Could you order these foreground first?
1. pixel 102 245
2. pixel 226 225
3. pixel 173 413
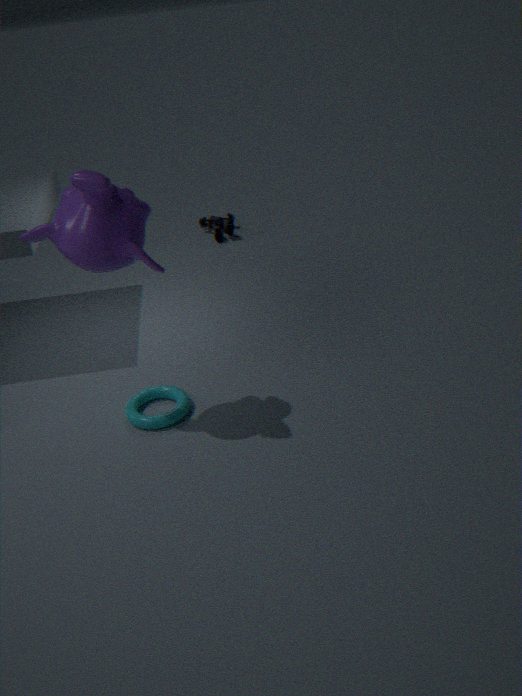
pixel 102 245 → pixel 173 413 → pixel 226 225
